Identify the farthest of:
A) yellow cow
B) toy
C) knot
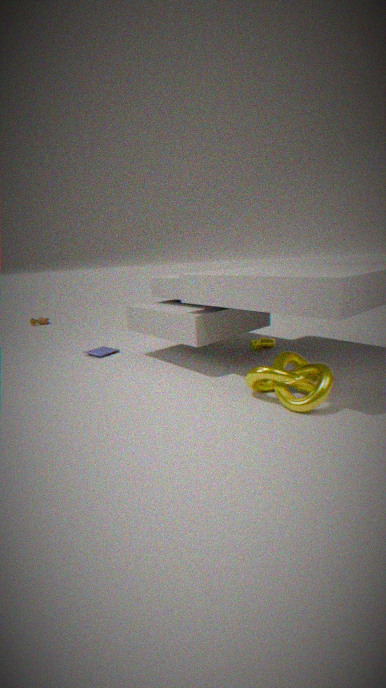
toy
